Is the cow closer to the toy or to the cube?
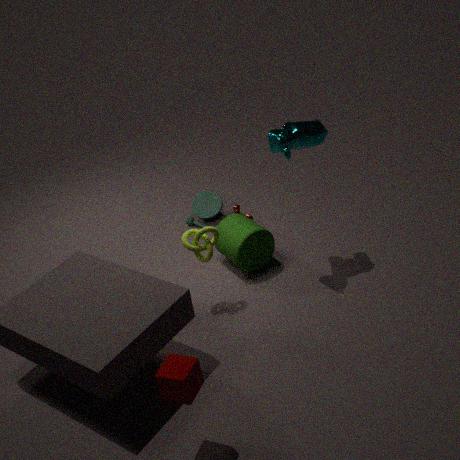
the toy
